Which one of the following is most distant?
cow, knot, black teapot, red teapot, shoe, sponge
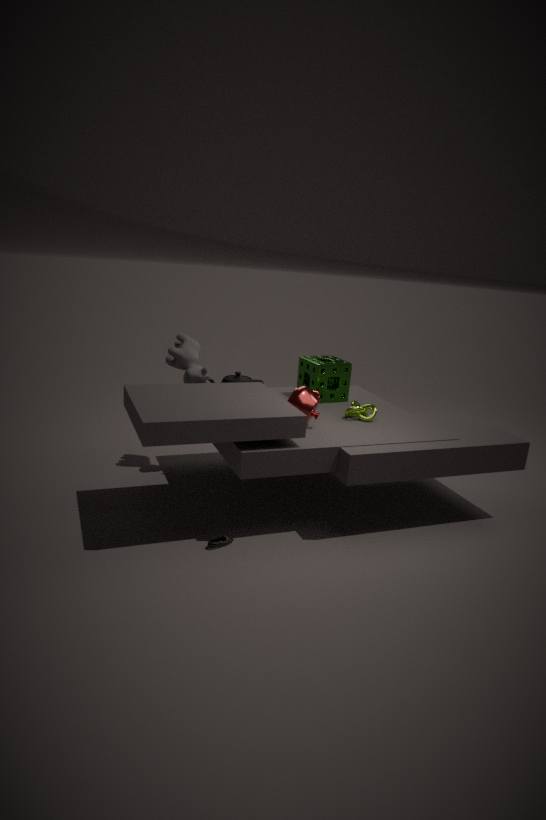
sponge
